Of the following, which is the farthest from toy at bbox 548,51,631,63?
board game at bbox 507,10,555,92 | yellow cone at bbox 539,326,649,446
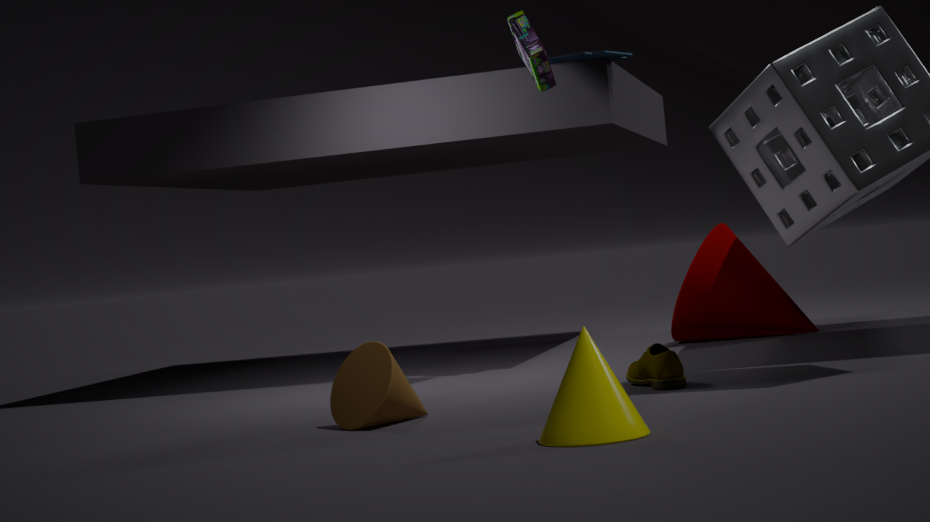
yellow cone at bbox 539,326,649,446
